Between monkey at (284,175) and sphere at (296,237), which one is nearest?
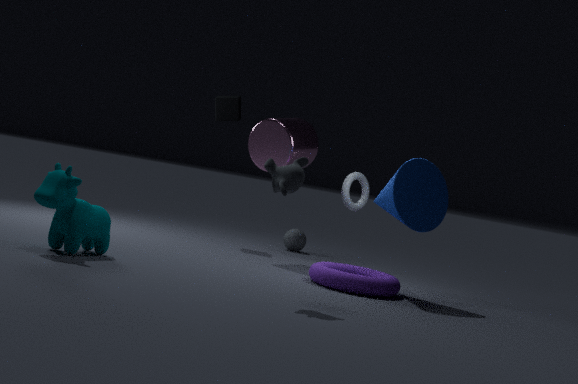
monkey at (284,175)
